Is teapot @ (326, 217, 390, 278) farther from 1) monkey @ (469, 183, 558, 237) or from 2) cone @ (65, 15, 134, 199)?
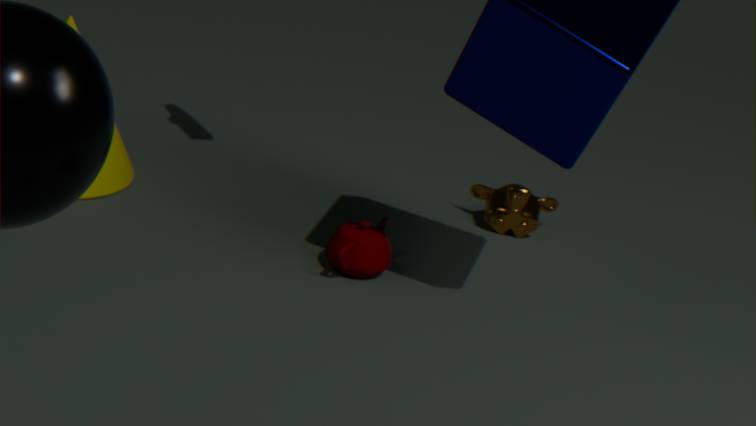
2) cone @ (65, 15, 134, 199)
